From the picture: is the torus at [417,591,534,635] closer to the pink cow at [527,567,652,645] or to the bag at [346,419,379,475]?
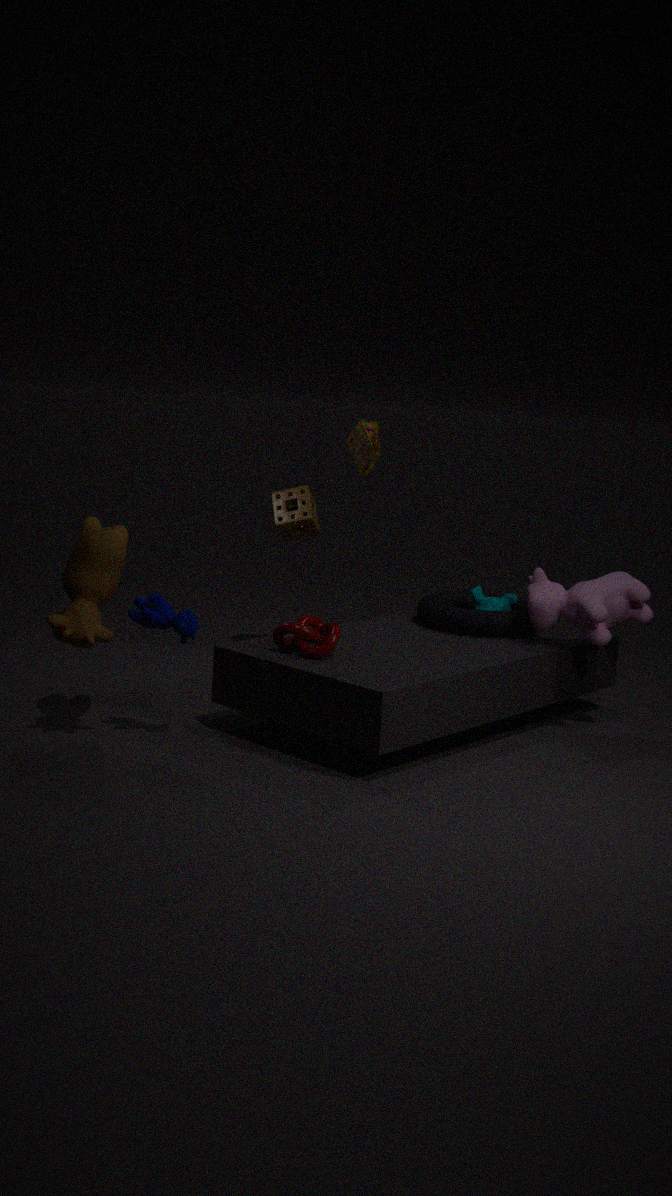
the pink cow at [527,567,652,645]
